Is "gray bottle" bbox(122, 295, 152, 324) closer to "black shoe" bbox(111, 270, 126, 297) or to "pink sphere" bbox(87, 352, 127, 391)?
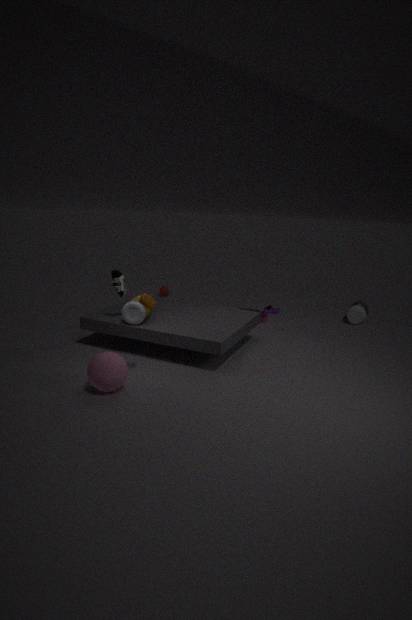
"black shoe" bbox(111, 270, 126, 297)
